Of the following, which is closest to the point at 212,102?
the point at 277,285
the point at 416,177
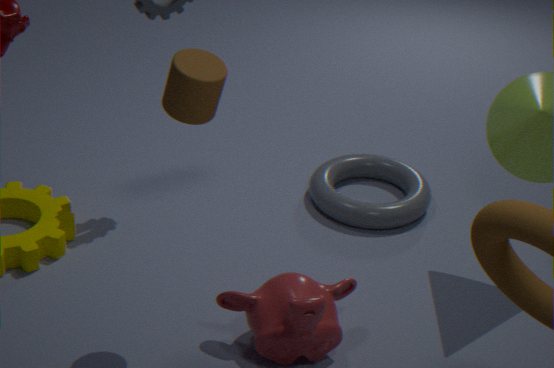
the point at 277,285
